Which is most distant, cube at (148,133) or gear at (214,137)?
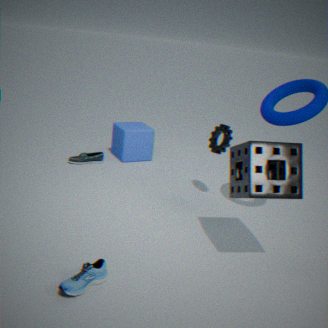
cube at (148,133)
